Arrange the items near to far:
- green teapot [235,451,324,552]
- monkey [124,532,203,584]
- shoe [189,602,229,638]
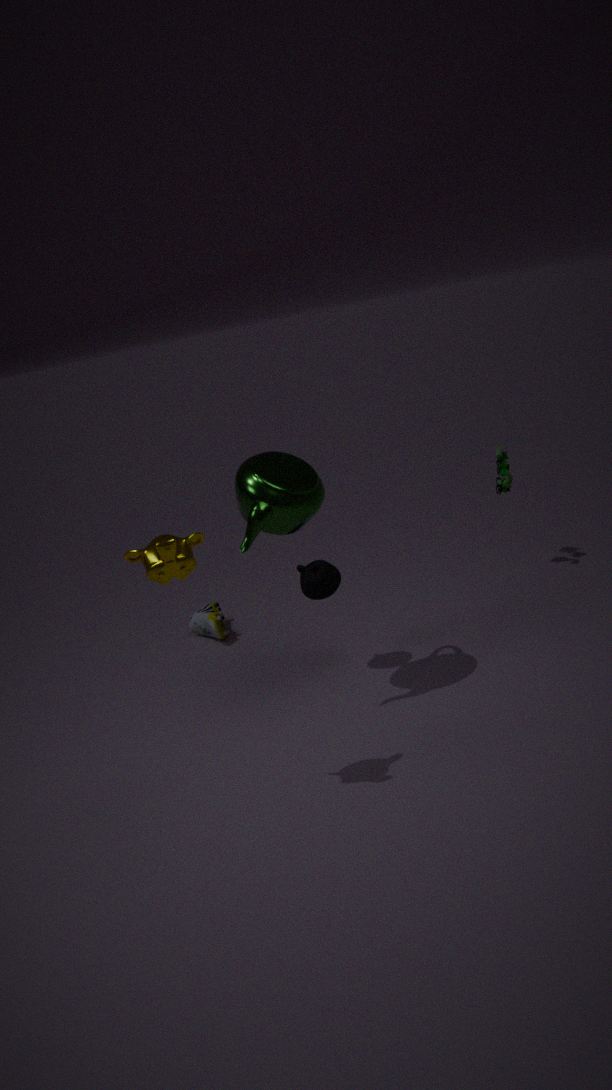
monkey [124,532,203,584] < green teapot [235,451,324,552] < shoe [189,602,229,638]
